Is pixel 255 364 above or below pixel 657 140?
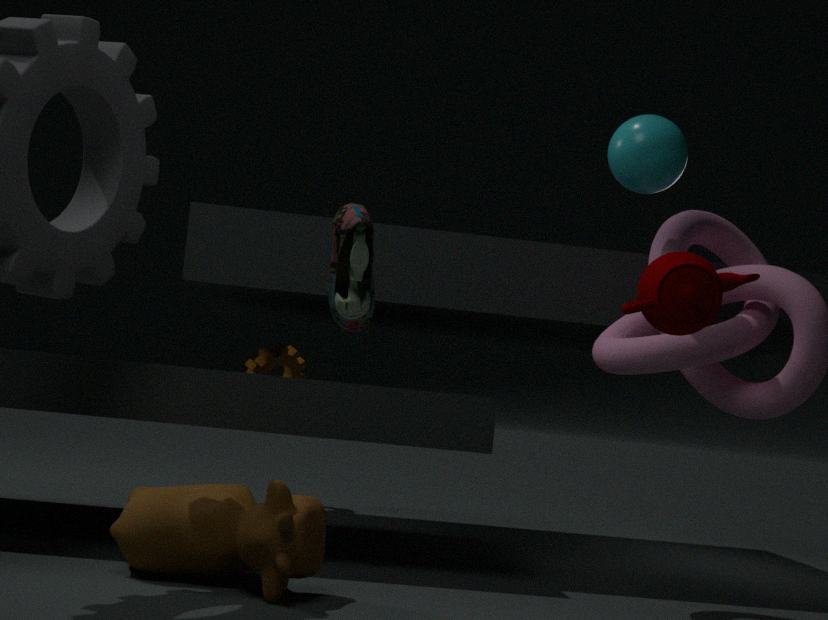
below
